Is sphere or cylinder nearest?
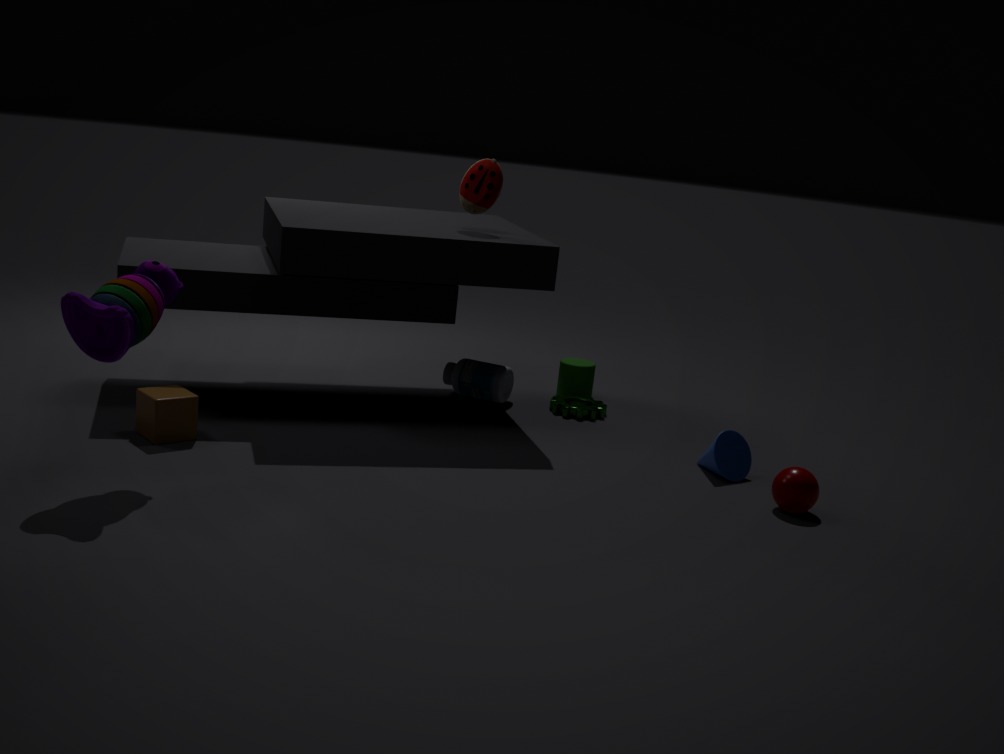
sphere
